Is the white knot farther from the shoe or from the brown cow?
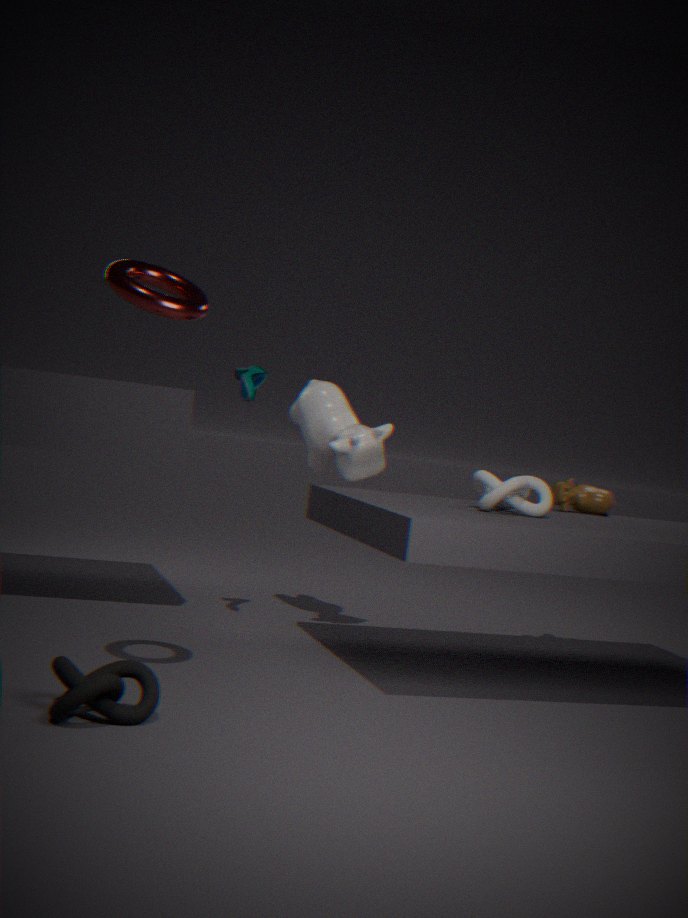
the shoe
